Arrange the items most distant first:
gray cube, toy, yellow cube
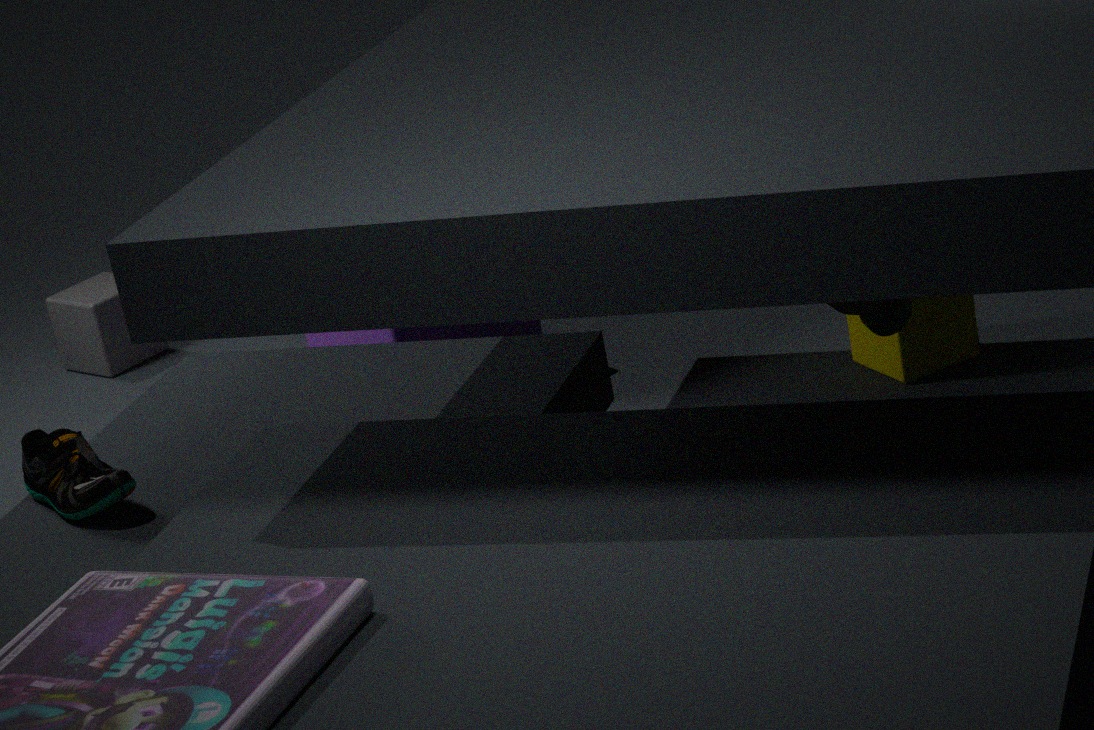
gray cube
yellow cube
toy
